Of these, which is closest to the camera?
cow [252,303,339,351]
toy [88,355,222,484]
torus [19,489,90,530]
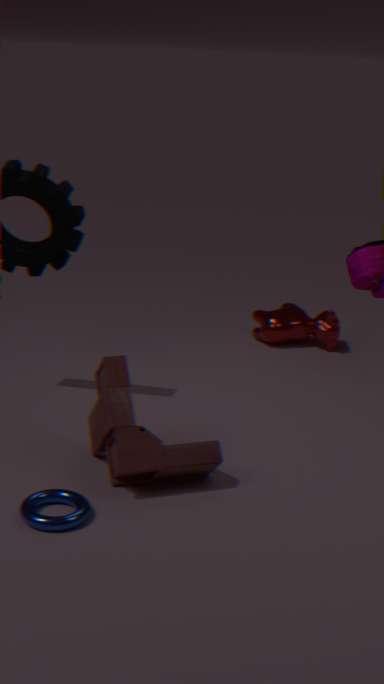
torus [19,489,90,530]
